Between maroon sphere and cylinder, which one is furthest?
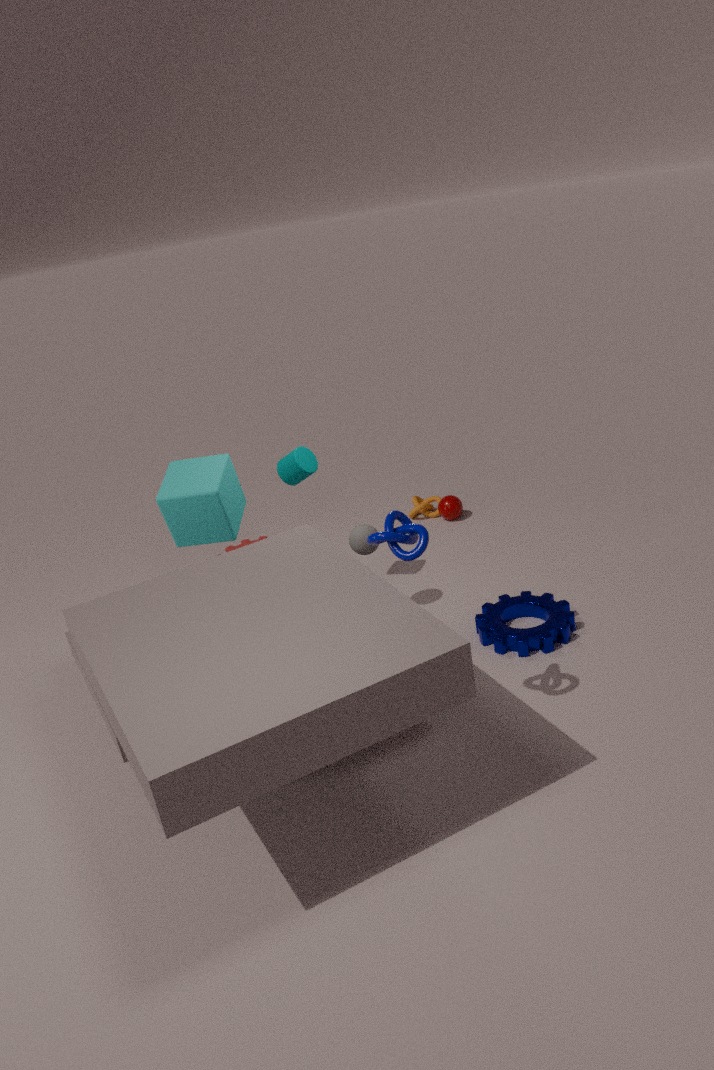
maroon sphere
